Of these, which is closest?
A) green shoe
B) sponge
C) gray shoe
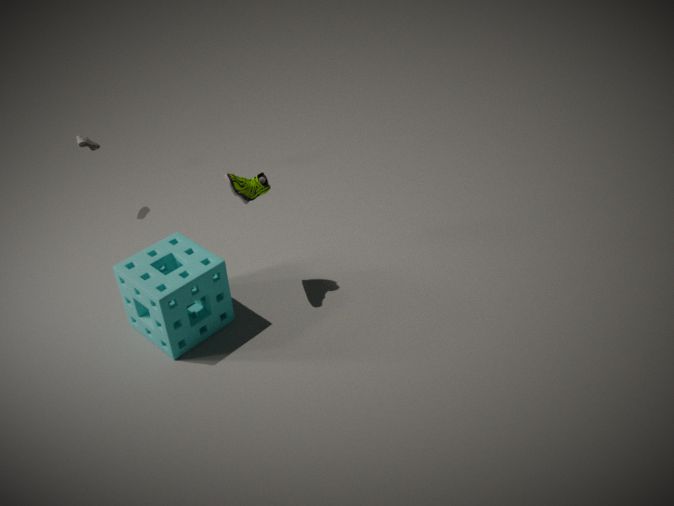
sponge
